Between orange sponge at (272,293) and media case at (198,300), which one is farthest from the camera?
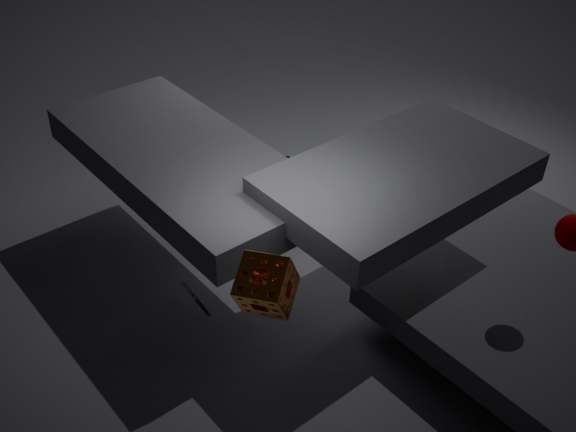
media case at (198,300)
